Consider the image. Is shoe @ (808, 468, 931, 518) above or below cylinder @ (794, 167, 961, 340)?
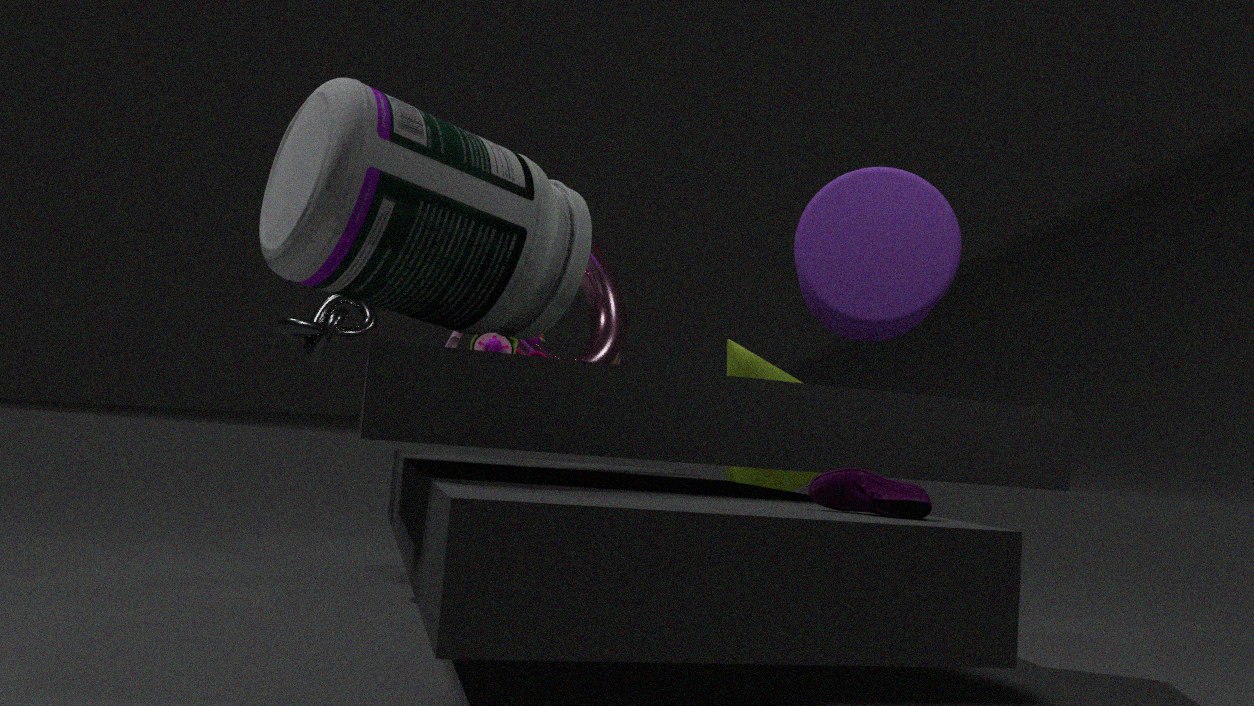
below
